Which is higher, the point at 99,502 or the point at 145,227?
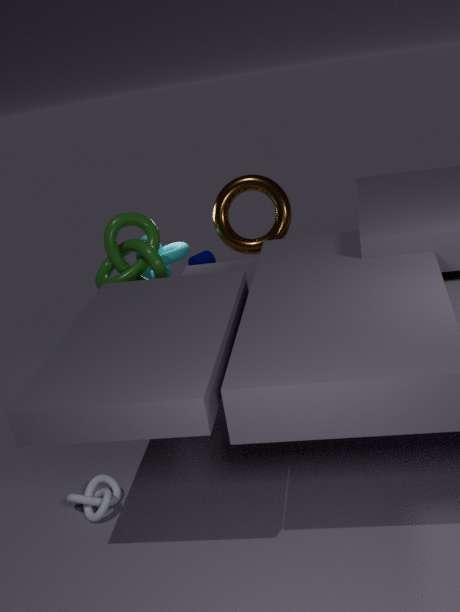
the point at 145,227
